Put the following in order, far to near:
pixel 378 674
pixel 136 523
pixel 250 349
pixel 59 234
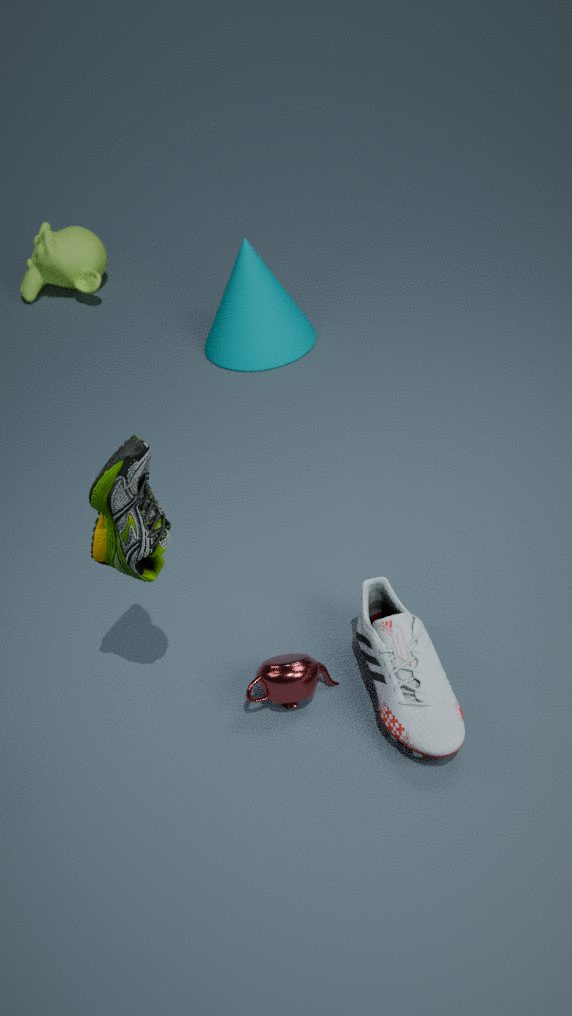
pixel 59 234
pixel 250 349
pixel 378 674
pixel 136 523
